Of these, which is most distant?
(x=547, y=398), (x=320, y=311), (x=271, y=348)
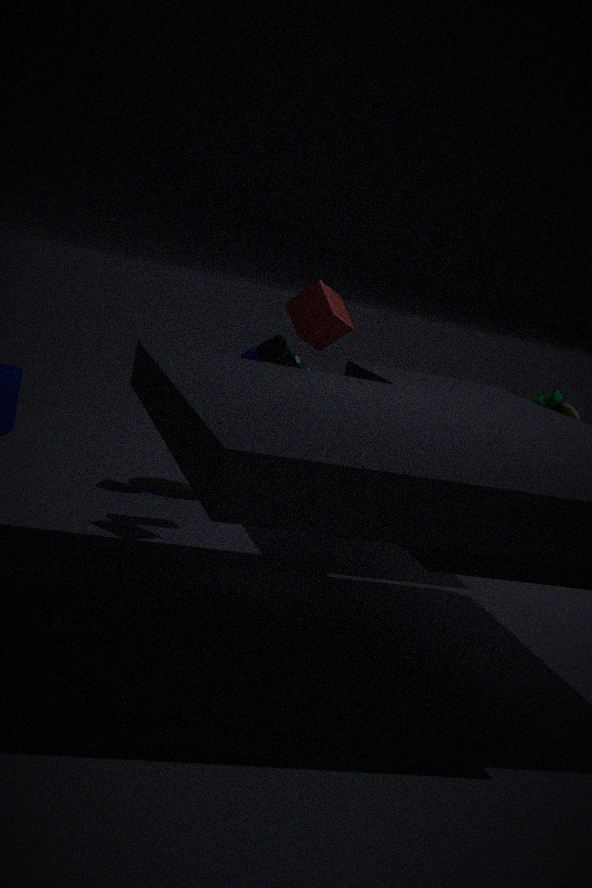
(x=547, y=398)
